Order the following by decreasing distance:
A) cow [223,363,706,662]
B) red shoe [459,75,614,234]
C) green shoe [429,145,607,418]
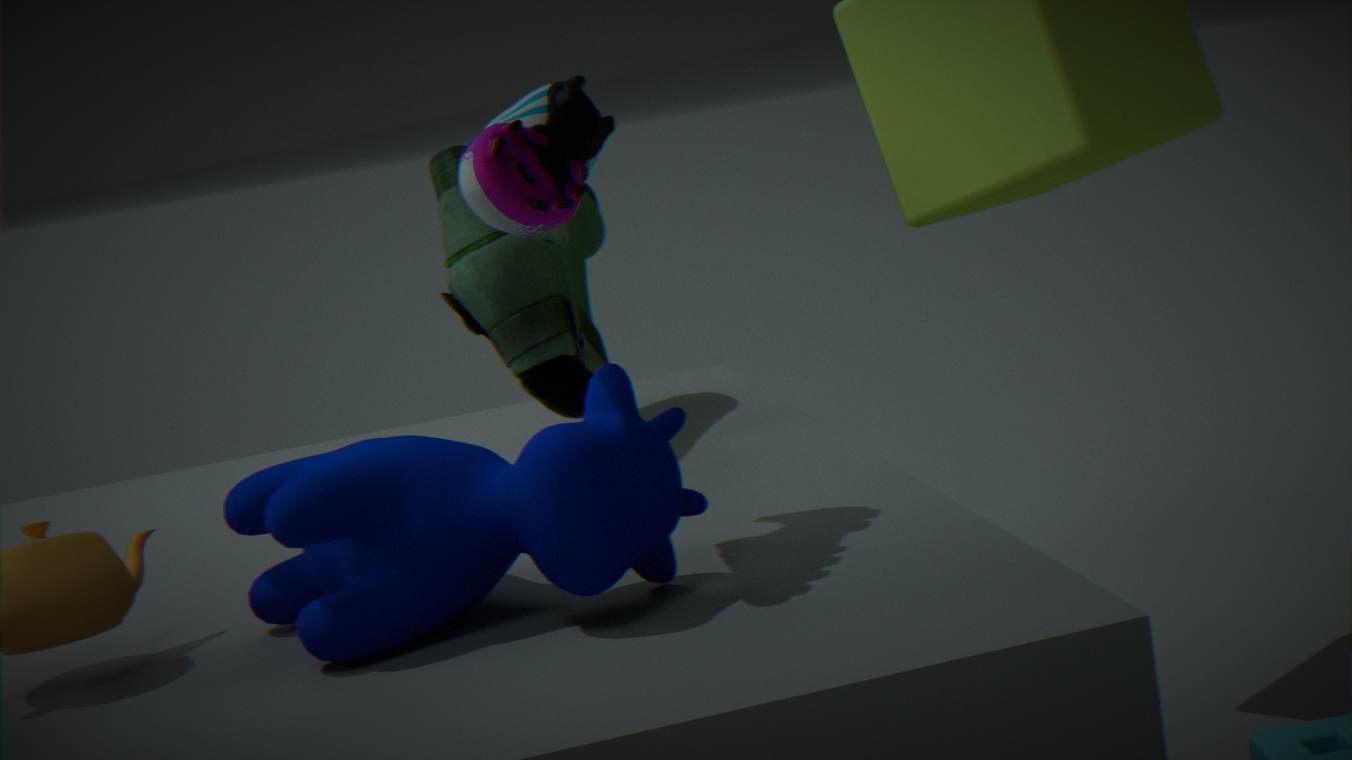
green shoe [429,145,607,418] → red shoe [459,75,614,234] → cow [223,363,706,662]
